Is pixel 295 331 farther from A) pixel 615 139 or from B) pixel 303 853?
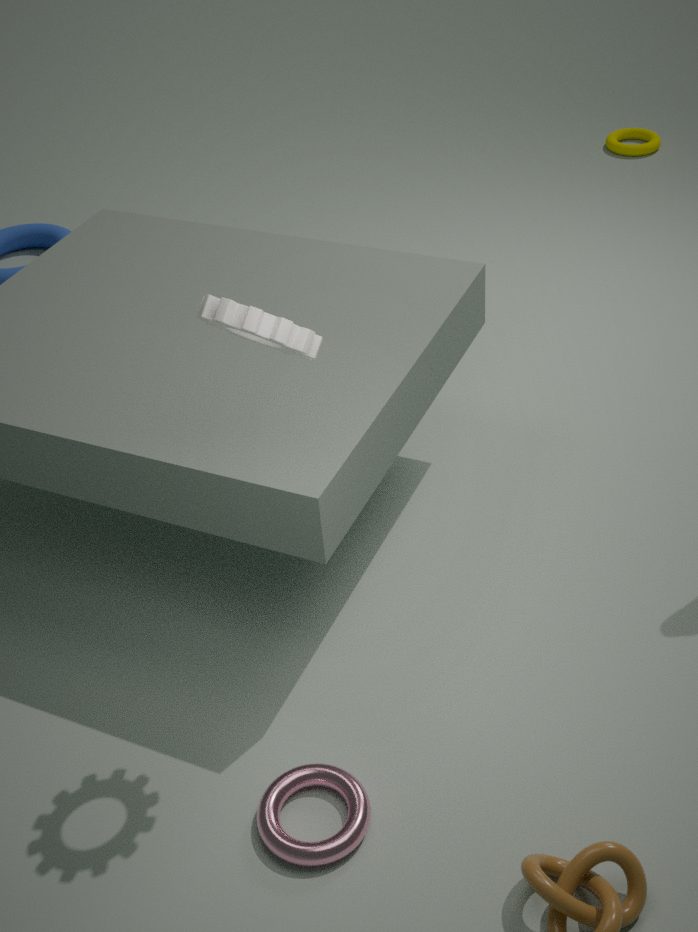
A) pixel 615 139
